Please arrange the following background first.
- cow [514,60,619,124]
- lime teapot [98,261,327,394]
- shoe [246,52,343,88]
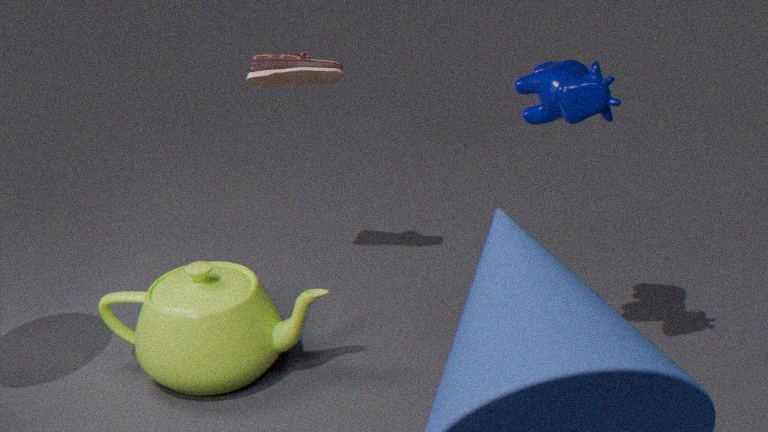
shoe [246,52,343,88] < lime teapot [98,261,327,394] < cow [514,60,619,124]
